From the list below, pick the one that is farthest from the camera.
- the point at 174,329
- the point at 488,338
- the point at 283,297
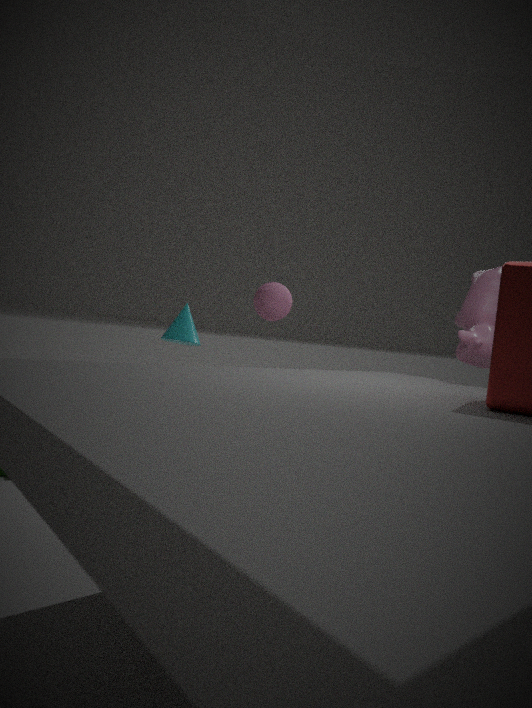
the point at 174,329
